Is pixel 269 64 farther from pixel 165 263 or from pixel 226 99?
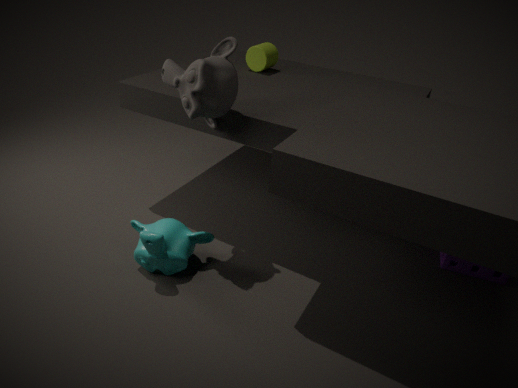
pixel 165 263
